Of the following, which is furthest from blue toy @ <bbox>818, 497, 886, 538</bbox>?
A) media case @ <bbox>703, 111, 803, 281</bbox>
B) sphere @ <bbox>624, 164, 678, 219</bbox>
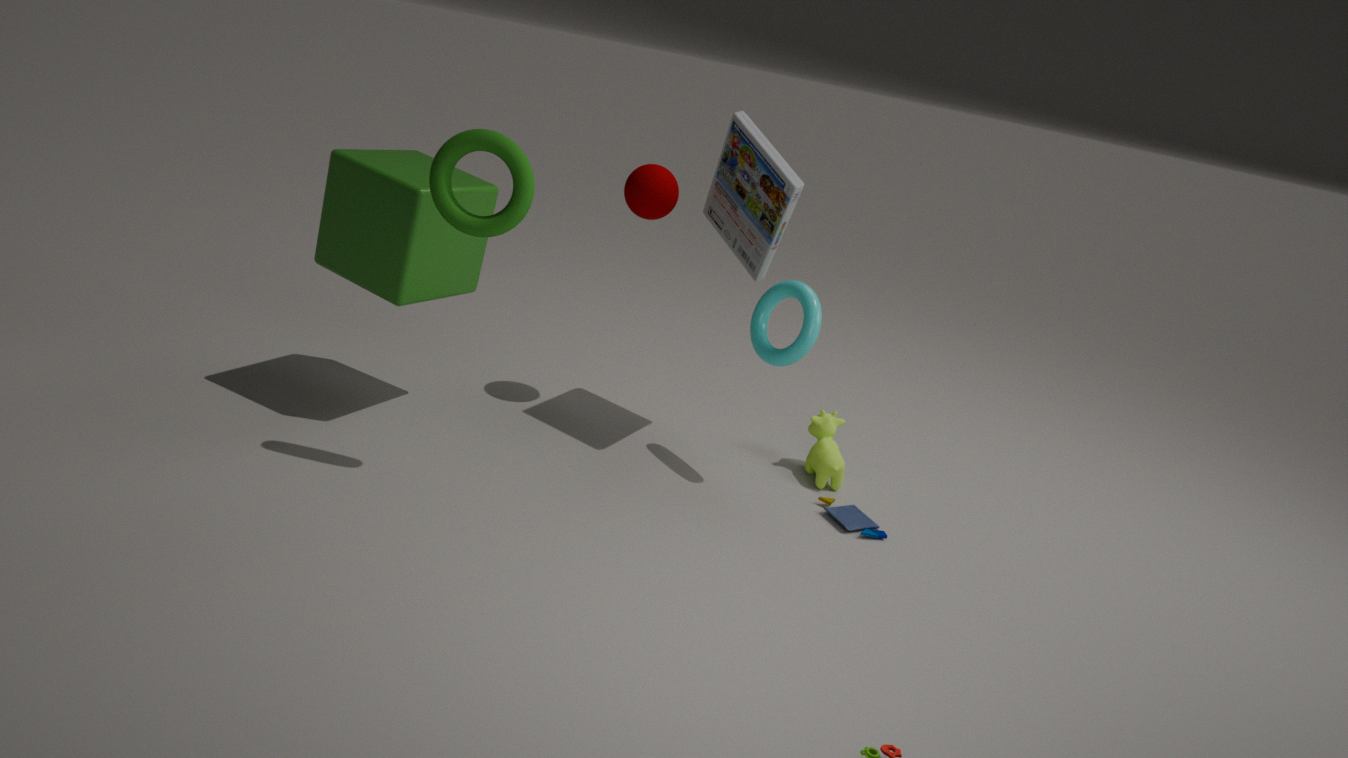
sphere @ <bbox>624, 164, 678, 219</bbox>
